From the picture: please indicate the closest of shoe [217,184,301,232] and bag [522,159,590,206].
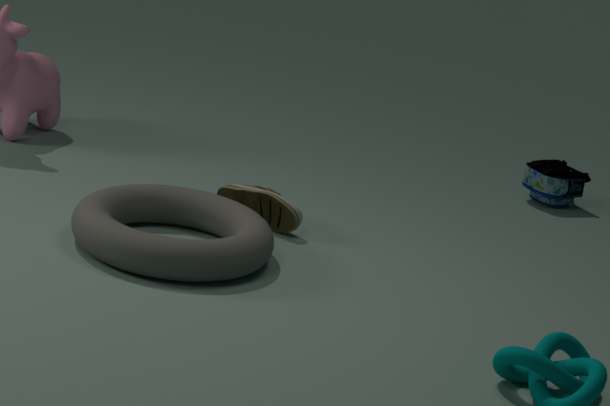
shoe [217,184,301,232]
